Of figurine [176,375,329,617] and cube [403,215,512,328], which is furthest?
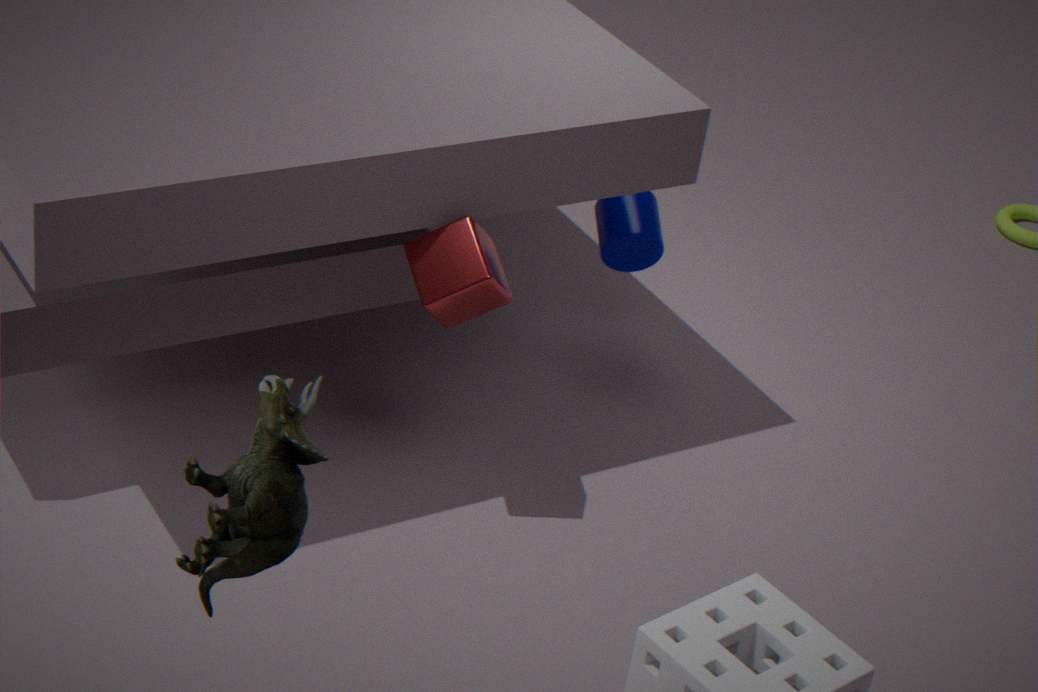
cube [403,215,512,328]
